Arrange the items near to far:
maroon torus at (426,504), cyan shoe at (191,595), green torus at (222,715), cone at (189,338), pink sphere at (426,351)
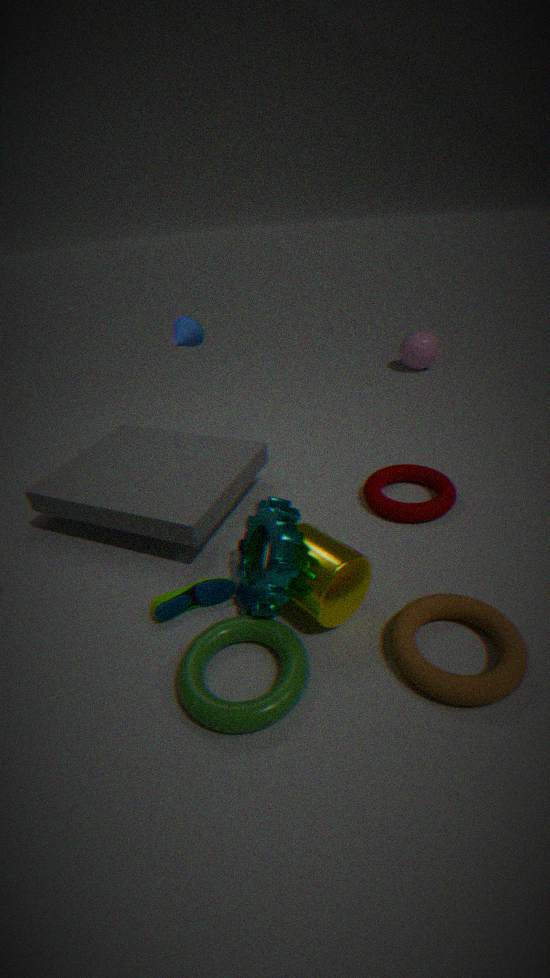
green torus at (222,715) → cyan shoe at (191,595) → maroon torus at (426,504) → cone at (189,338) → pink sphere at (426,351)
